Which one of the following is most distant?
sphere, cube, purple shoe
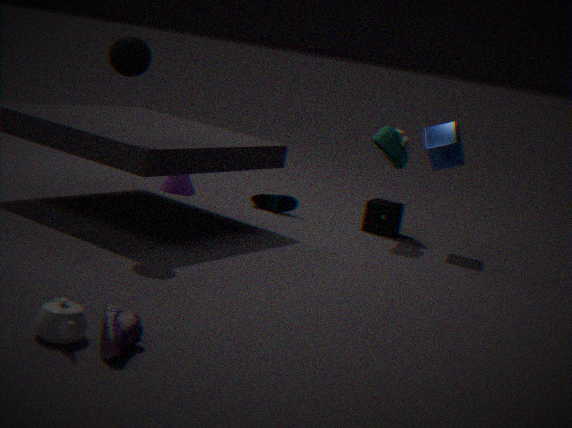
cube
